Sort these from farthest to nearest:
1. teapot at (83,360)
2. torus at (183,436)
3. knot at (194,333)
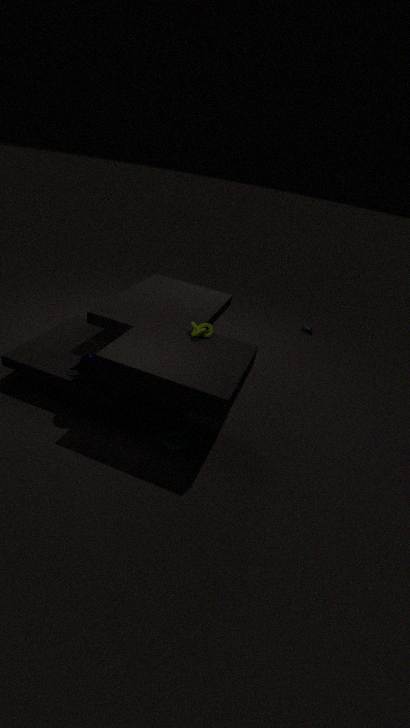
1. knot at (194,333)
2. torus at (183,436)
3. teapot at (83,360)
